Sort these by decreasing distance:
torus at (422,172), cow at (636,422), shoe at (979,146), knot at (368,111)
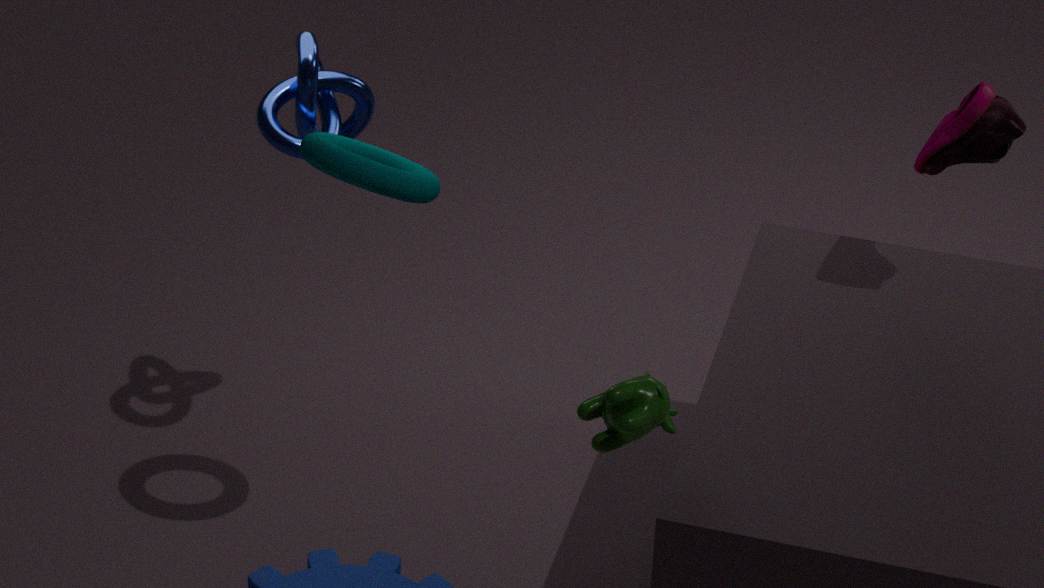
knot at (368,111), shoe at (979,146), torus at (422,172), cow at (636,422)
